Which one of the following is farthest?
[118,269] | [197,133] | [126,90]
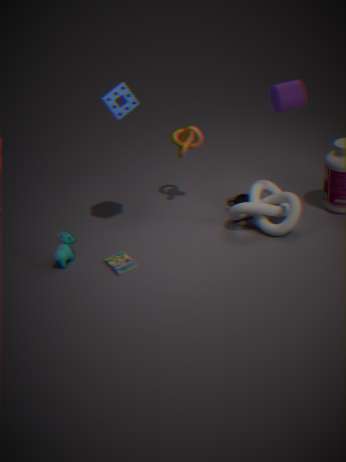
[197,133]
